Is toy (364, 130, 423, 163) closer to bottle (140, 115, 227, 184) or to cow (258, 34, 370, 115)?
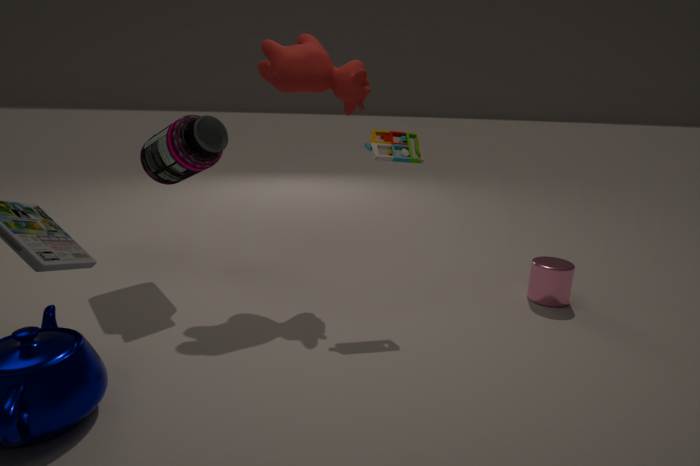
cow (258, 34, 370, 115)
